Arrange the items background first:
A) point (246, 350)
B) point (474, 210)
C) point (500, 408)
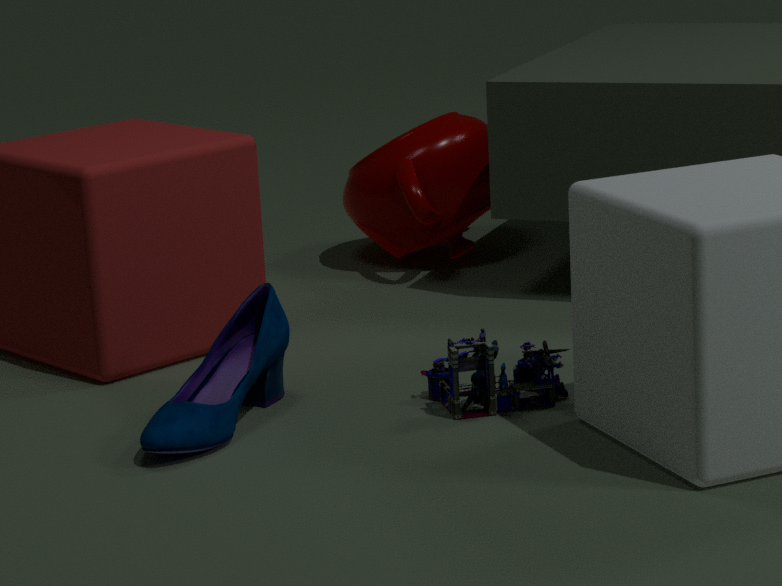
point (474, 210) < point (246, 350) < point (500, 408)
